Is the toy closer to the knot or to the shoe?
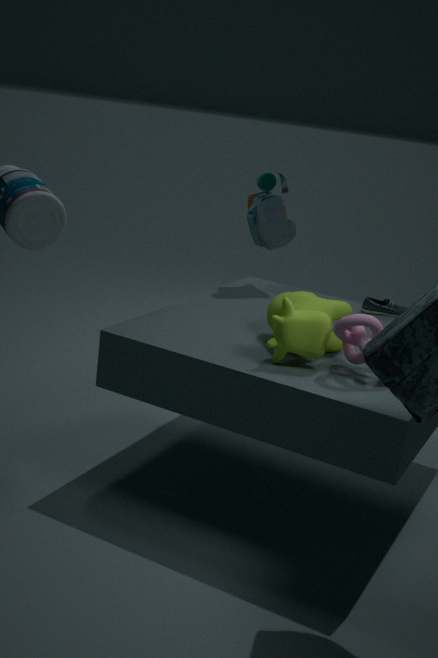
the shoe
